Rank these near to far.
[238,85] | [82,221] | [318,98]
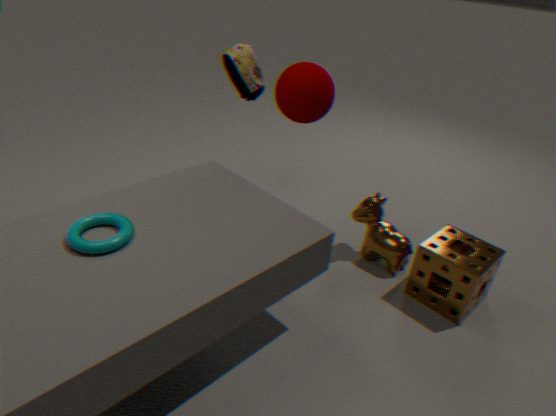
[82,221]
[318,98]
[238,85]
